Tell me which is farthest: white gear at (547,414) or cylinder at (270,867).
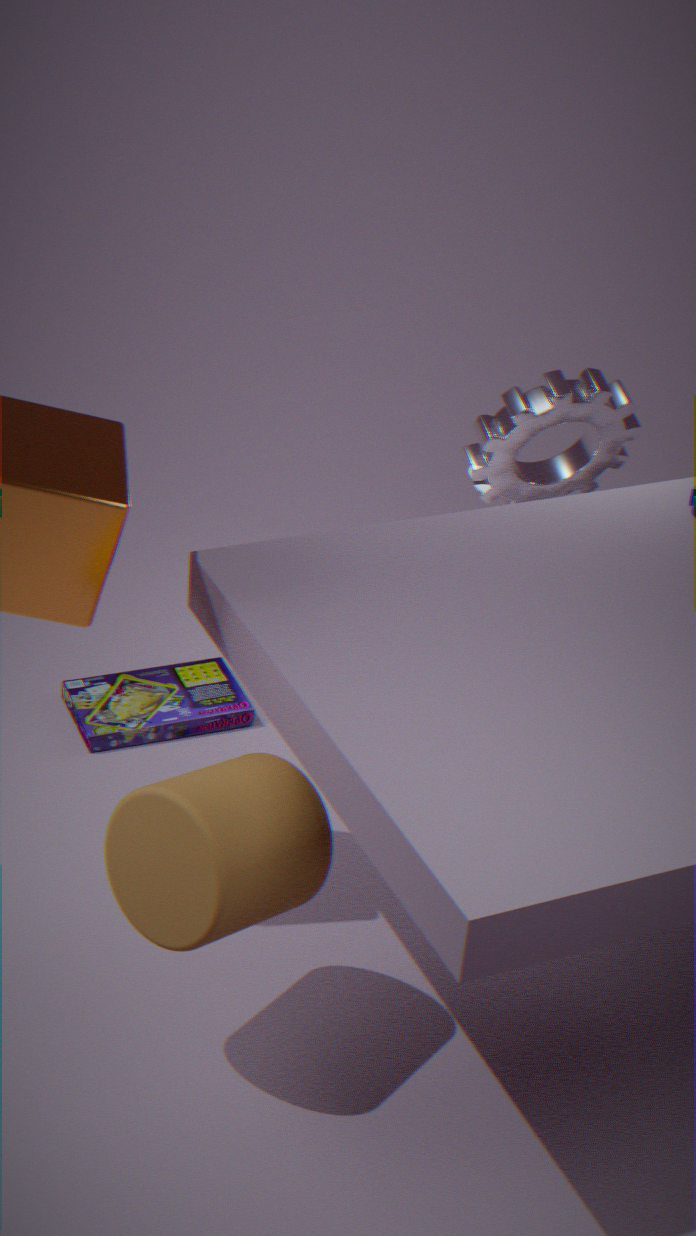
white gear at (547,414)
